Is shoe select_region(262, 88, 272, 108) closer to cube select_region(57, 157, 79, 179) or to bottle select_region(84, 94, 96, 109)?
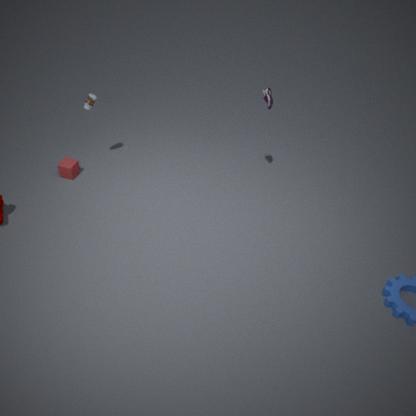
bottle select_region(84, 94, 96, 109)
